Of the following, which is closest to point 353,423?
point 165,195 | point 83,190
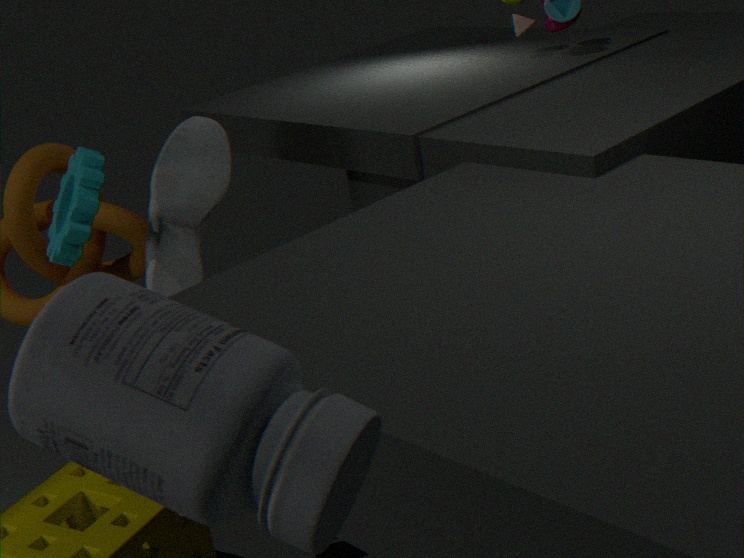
point 83,190
